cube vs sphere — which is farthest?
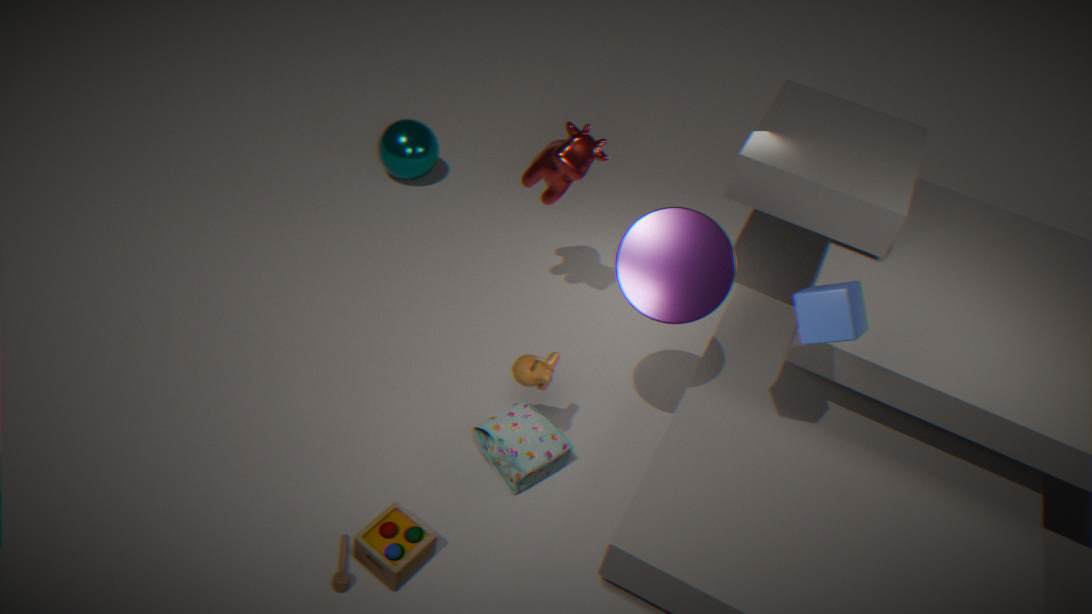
sphere
